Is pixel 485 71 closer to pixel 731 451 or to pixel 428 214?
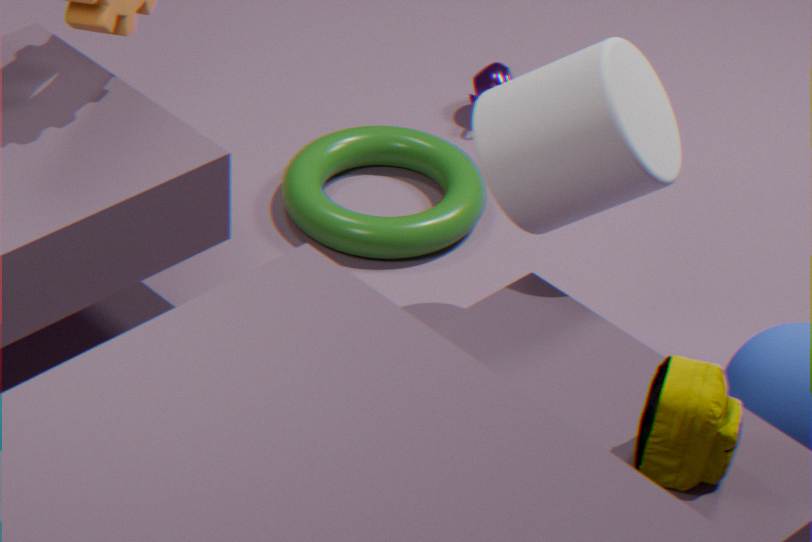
pixel 428 214
